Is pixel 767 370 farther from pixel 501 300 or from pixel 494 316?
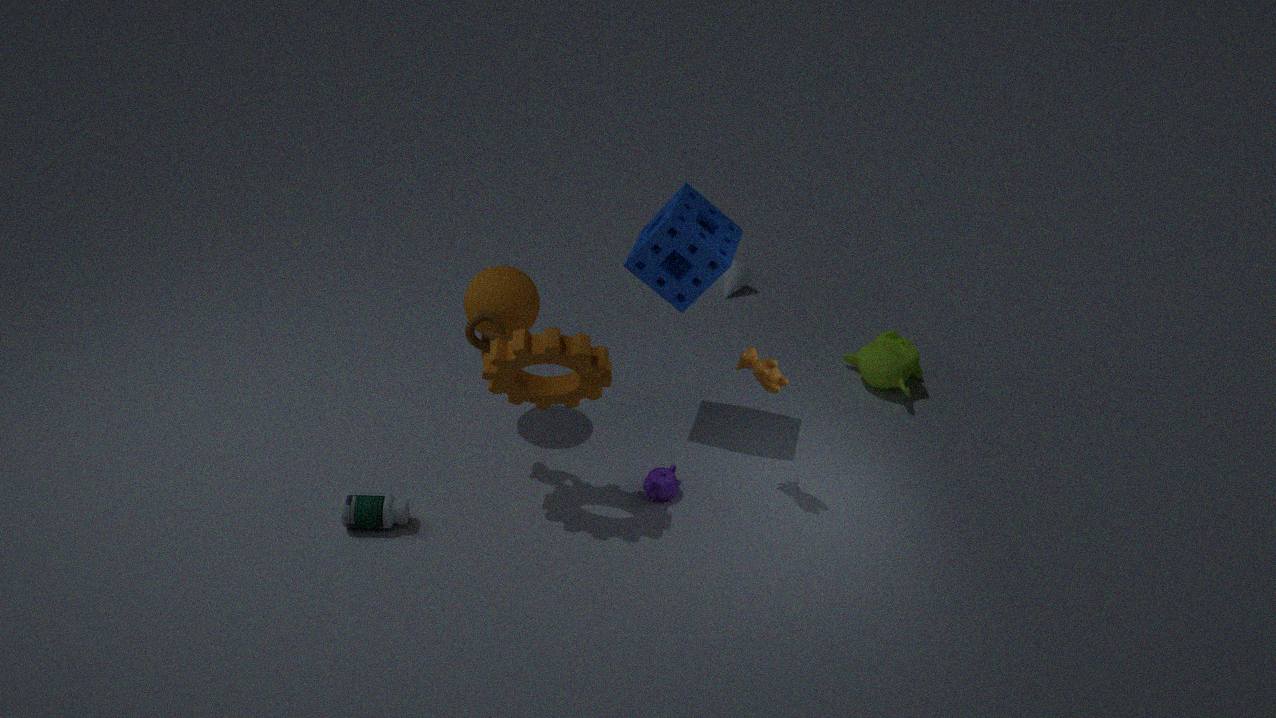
pixel 501 300
